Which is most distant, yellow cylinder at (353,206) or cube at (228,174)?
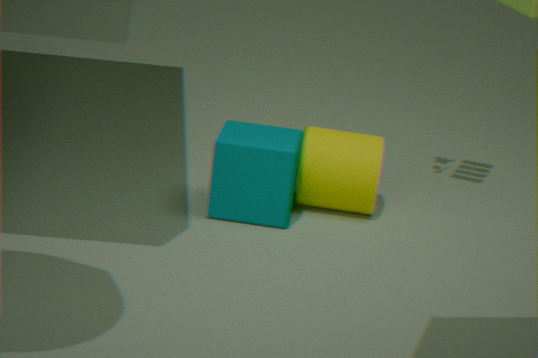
yellow cylinder at (353,206)
